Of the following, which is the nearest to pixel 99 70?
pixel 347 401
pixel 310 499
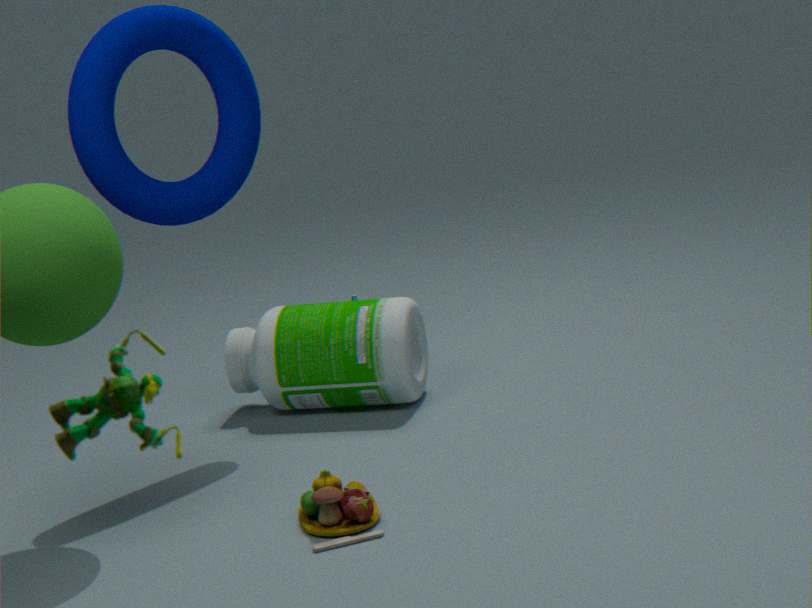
pixel 347 401
